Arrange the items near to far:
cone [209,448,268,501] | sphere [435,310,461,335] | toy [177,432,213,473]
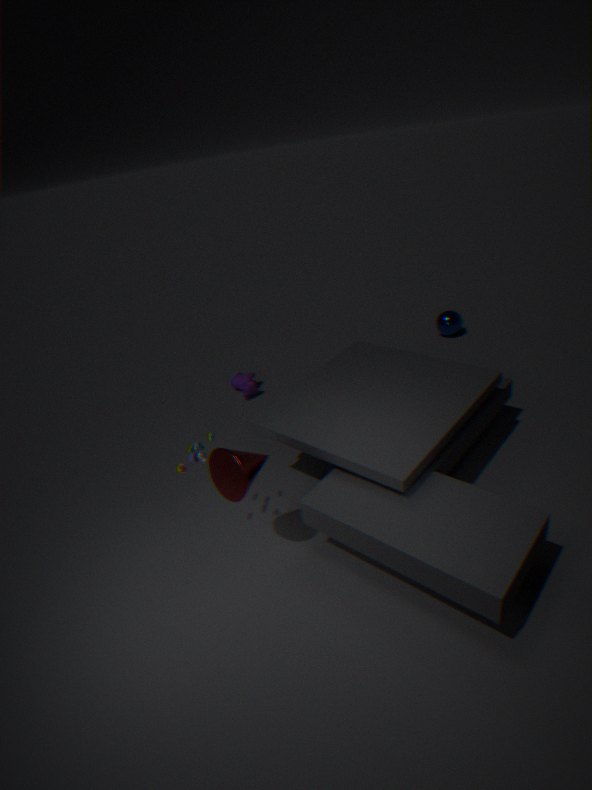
cone [209,448,268,501] → toy [177,432,213,473] → sphere [435,310,461,335]
